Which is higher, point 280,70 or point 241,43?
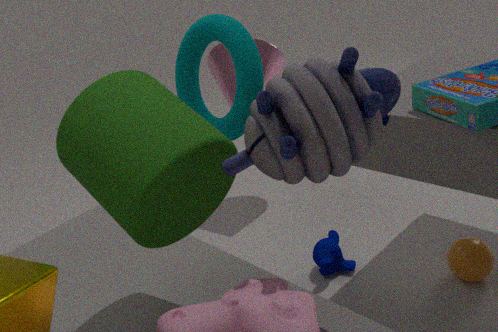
point 241,43
